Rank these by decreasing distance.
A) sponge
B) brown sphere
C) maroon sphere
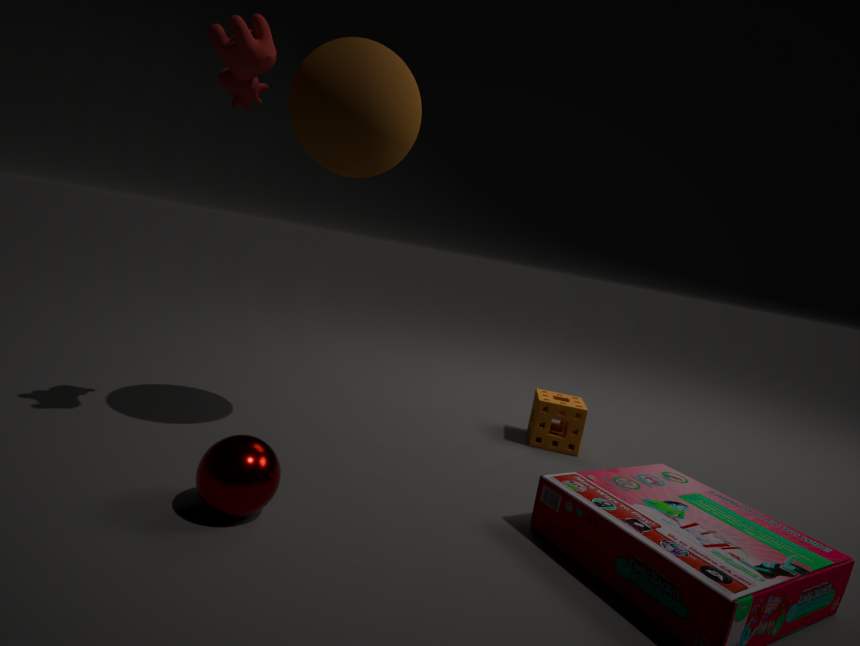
sponge, brown sphere, maroon sphere
